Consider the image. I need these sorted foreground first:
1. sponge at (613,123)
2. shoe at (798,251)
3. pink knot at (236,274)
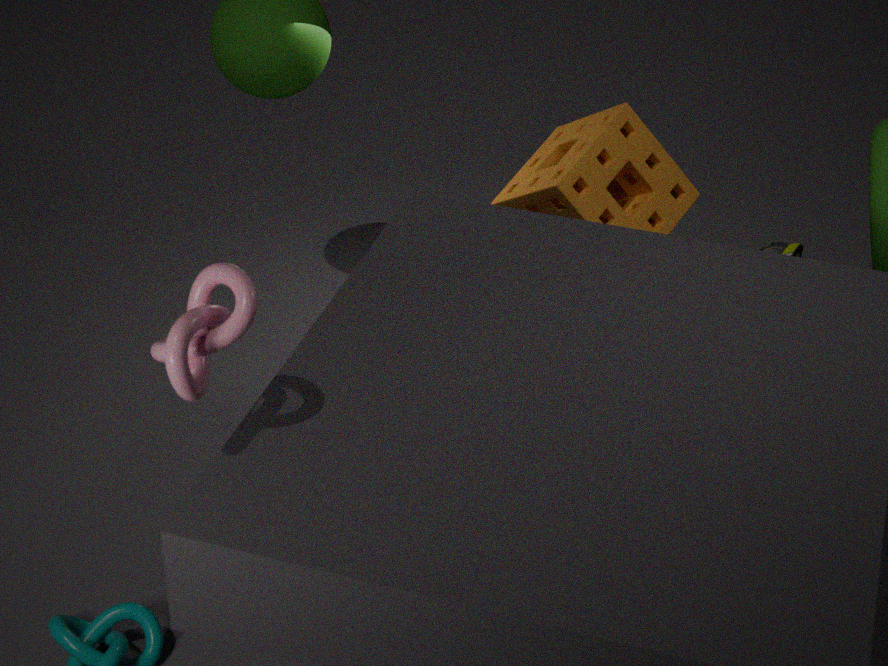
pink knot at (236,274) → sponge at (613,123) → shoe at (798,251)
